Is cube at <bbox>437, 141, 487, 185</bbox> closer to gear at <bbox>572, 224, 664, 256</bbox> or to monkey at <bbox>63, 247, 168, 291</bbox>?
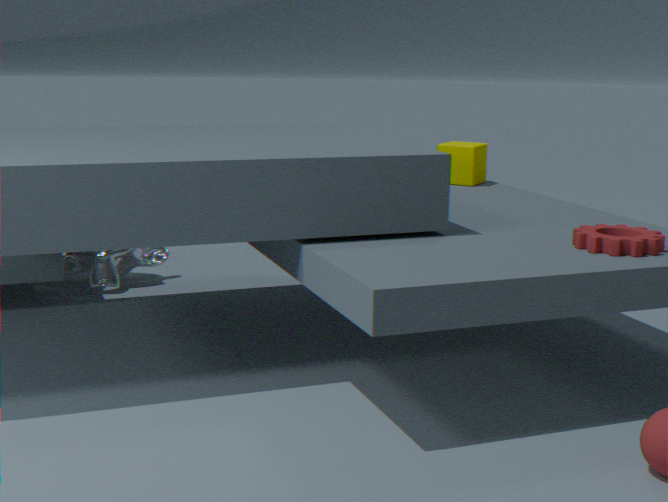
gear at <bbox>572, 224, 664, 256</bbox>
